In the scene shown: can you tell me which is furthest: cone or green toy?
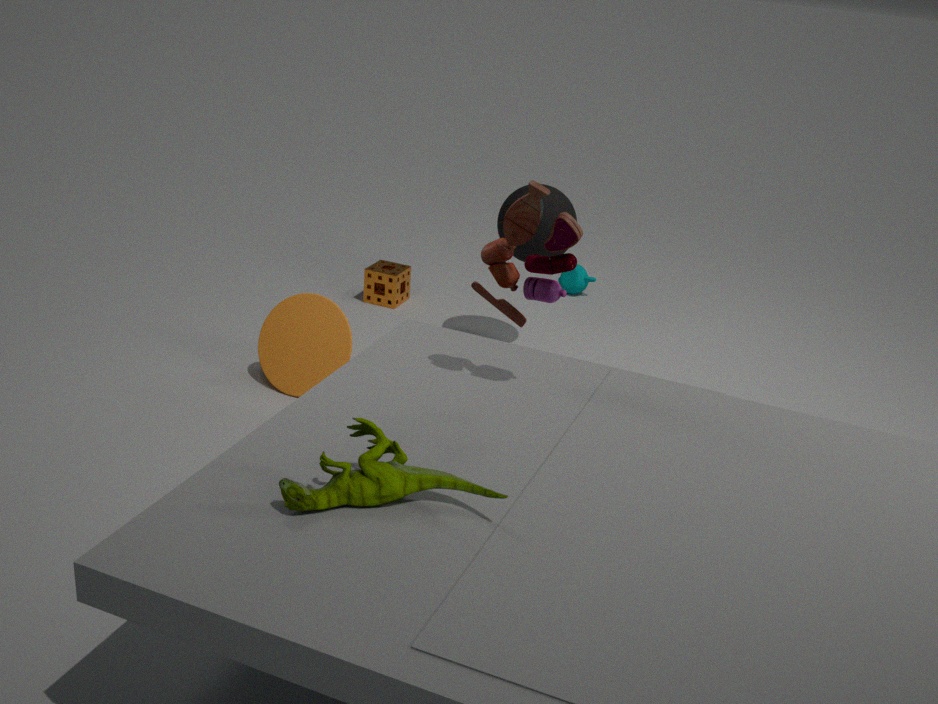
cone
